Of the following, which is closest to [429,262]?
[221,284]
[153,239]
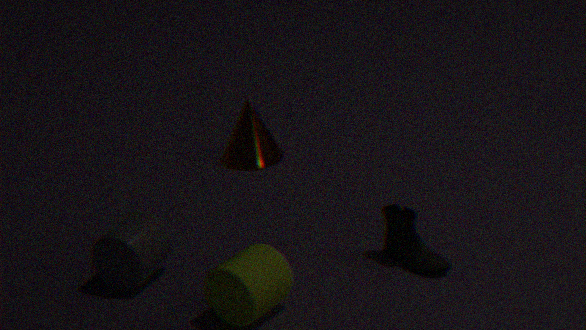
[221,284]
